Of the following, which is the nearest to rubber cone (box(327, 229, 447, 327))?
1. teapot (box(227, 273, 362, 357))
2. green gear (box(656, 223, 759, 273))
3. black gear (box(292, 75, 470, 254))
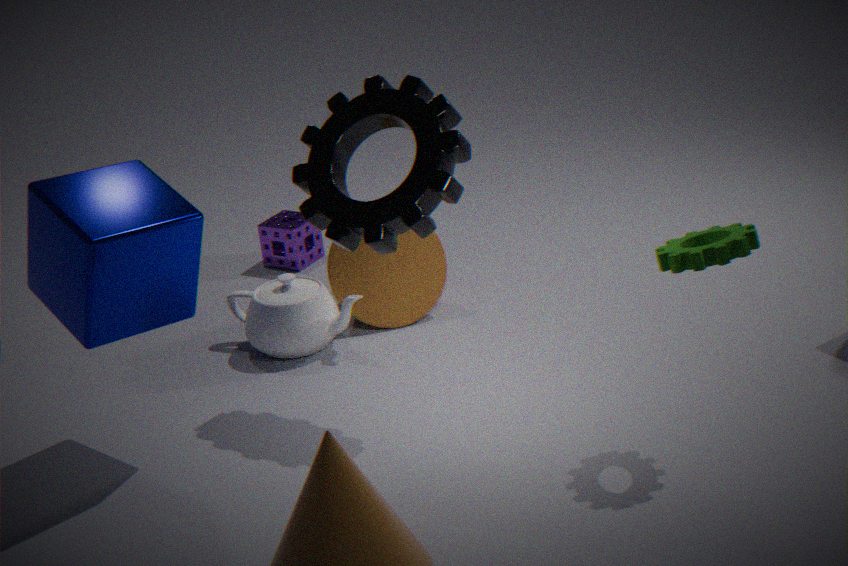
teapot (box(227, 273, 362, 357))
